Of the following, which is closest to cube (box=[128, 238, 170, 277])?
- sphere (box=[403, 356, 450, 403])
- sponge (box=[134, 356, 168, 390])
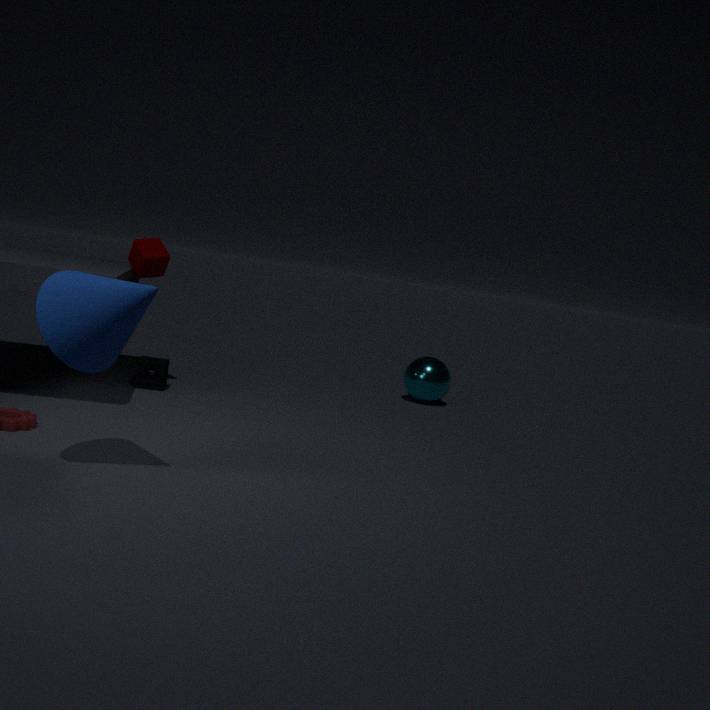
sponge (box=[134, 356, 168, 390])
